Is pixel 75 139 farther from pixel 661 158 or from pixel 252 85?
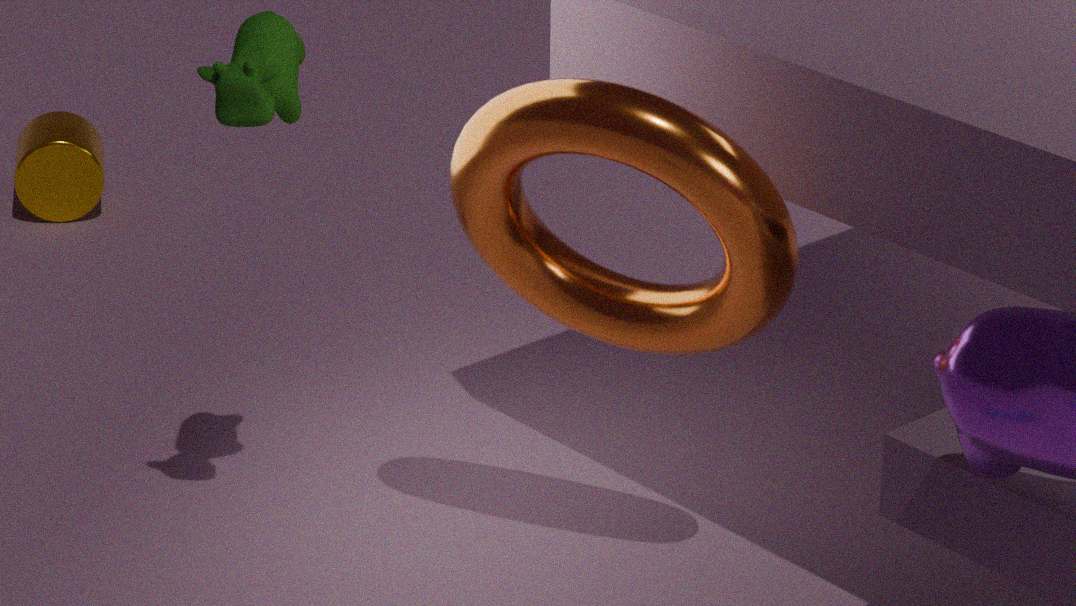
pixel 661 158
